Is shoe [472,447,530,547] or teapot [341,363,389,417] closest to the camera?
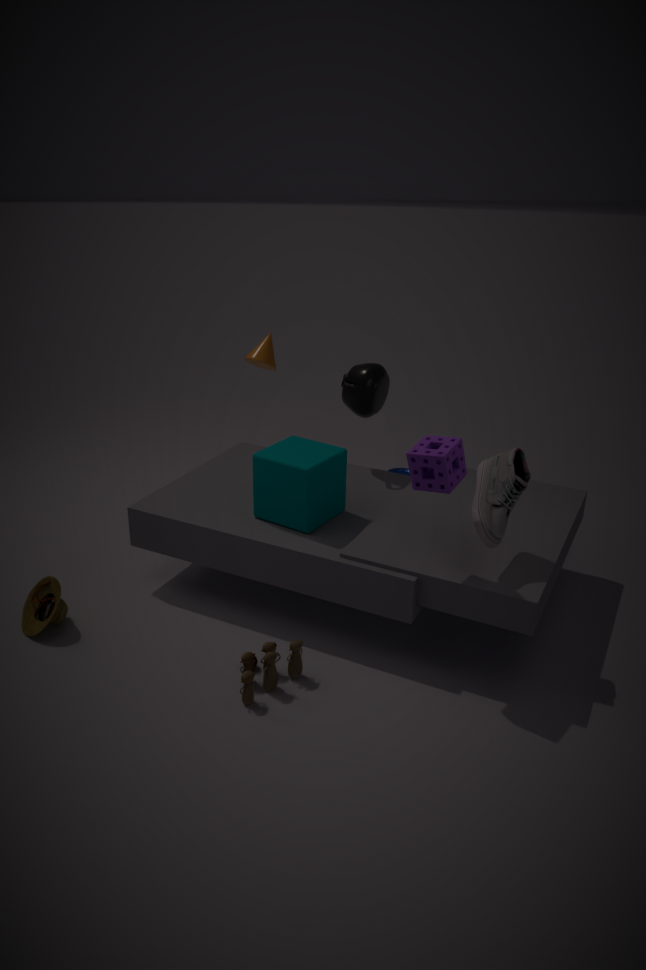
shoe [472,447,530,547]
